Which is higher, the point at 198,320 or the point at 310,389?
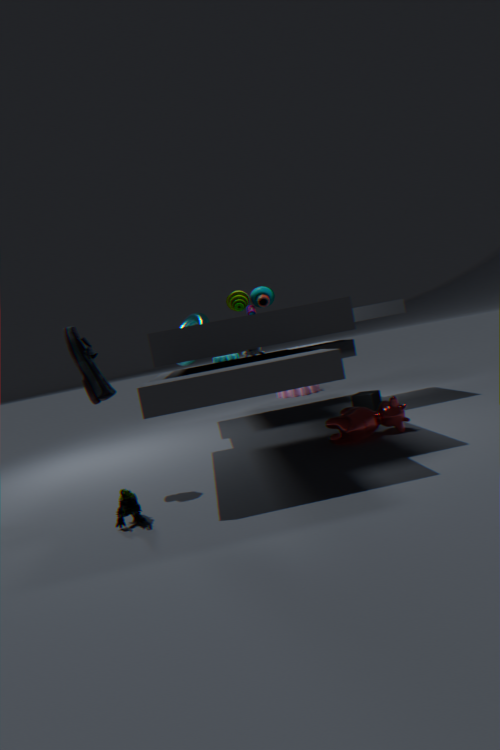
the point at 198,320
